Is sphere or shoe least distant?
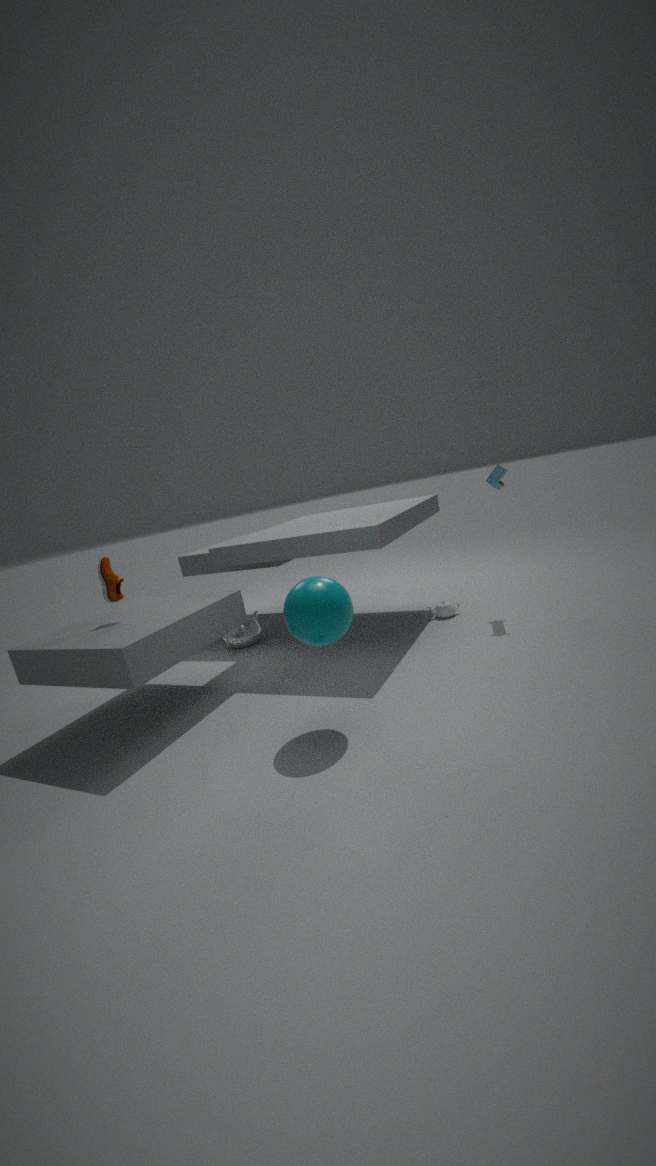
sphere
